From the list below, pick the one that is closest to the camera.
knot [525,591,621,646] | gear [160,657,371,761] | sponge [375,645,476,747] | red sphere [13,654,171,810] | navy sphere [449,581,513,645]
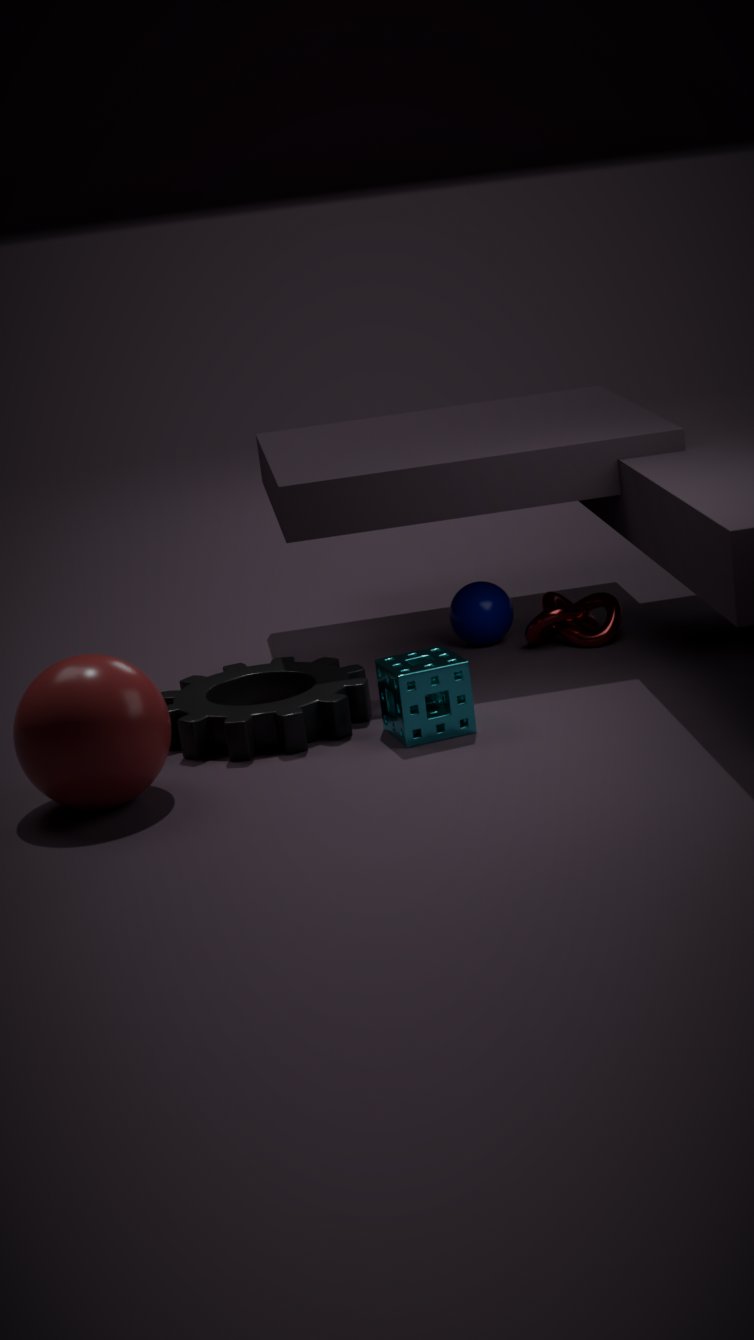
red sphere [13,654,171,810]
